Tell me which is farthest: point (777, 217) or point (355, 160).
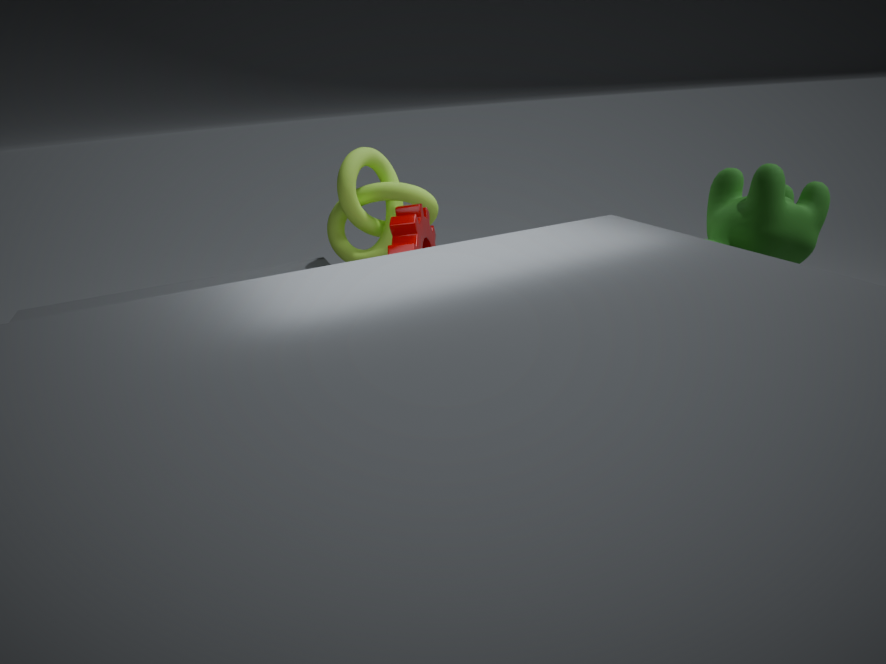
point (355, 160)
